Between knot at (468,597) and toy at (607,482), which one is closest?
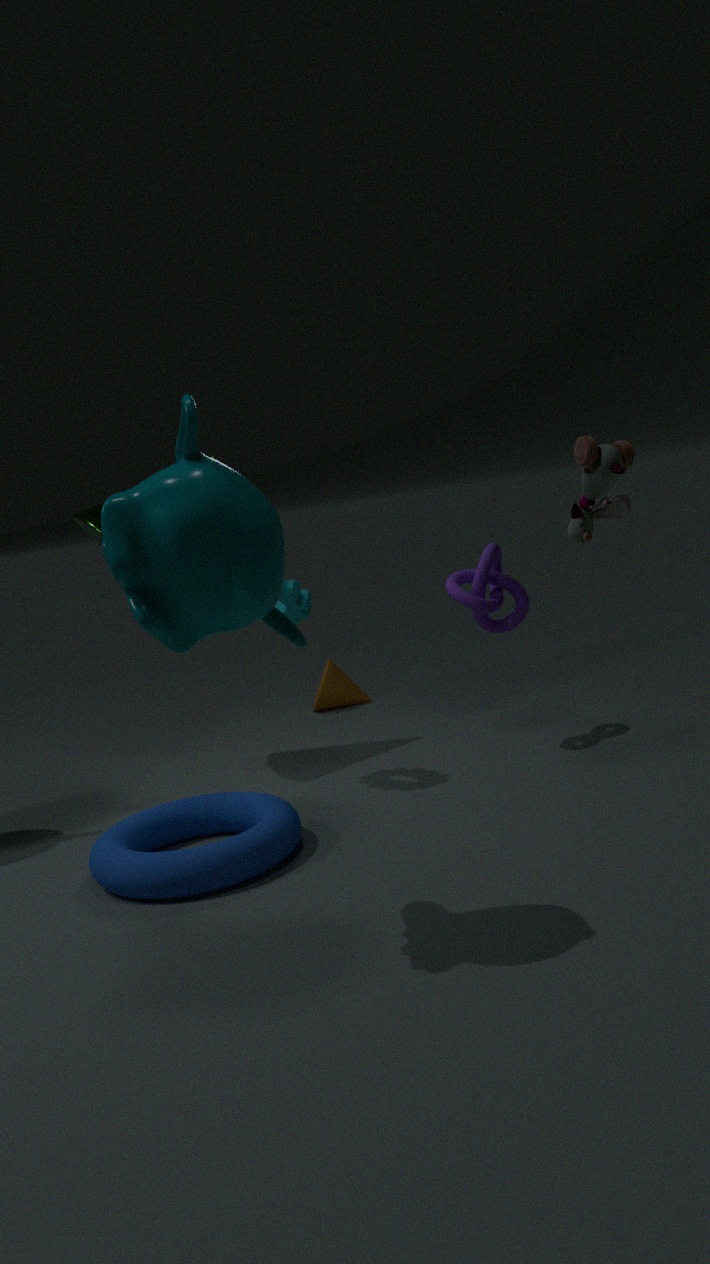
toy at (607,482)
